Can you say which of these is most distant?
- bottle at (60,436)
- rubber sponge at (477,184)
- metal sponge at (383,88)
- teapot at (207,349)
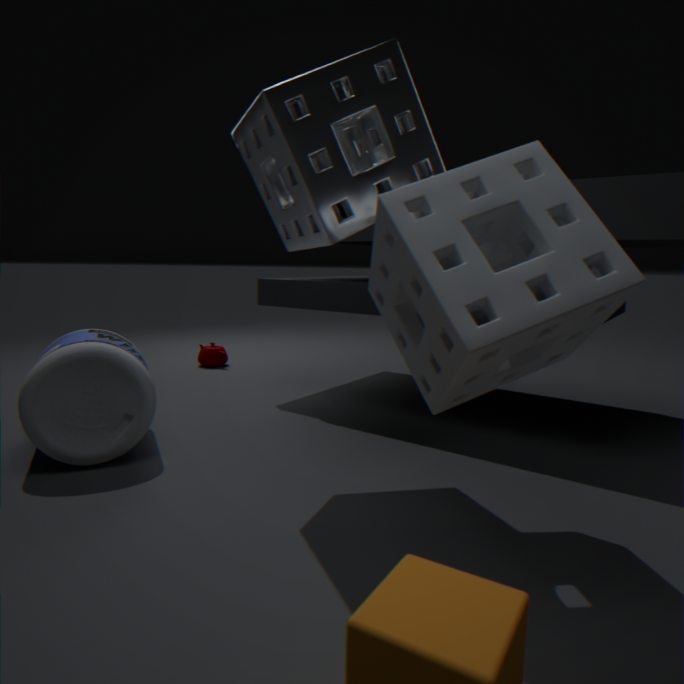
teapot at (207,349)
